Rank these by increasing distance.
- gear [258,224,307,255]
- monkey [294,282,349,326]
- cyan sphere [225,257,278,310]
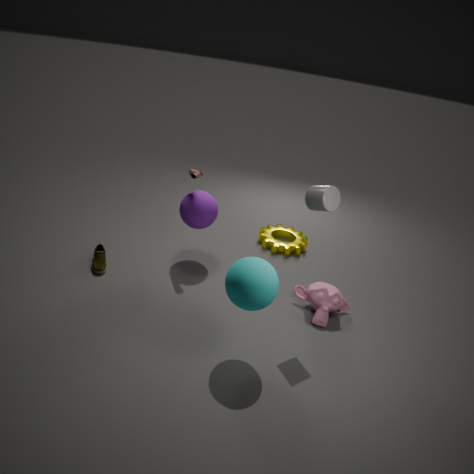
cyan sphere [225,257,278,310]
monkey [294,282,349,326]
gear [258,224,307,255]
